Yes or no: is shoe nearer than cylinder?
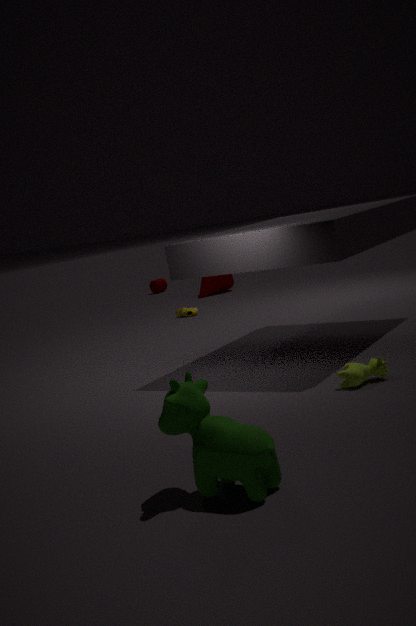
Yes
